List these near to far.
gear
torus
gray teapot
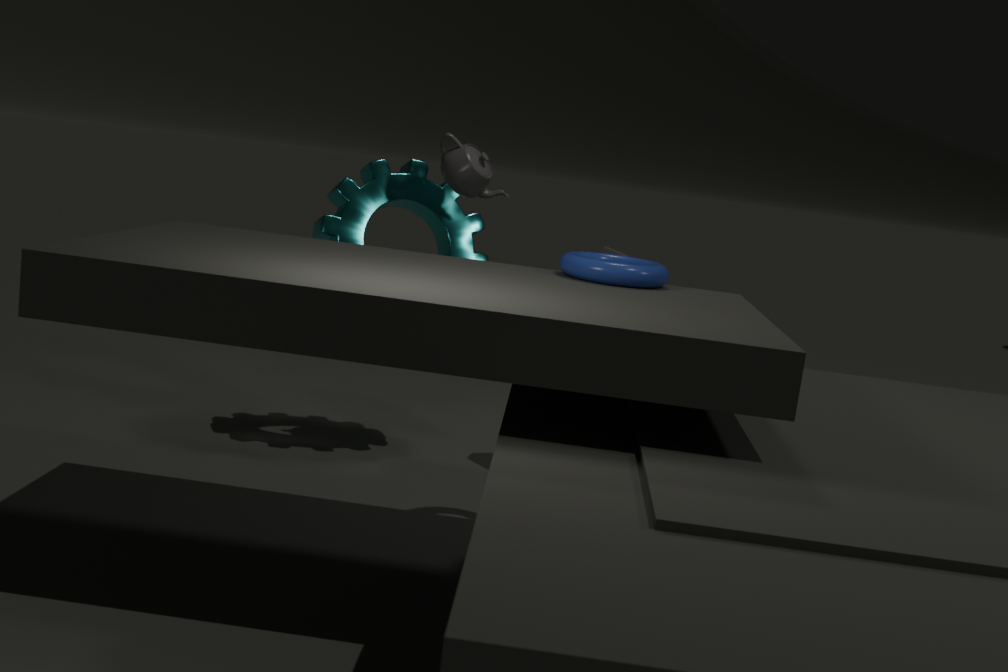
torus
gray teapot
gear
